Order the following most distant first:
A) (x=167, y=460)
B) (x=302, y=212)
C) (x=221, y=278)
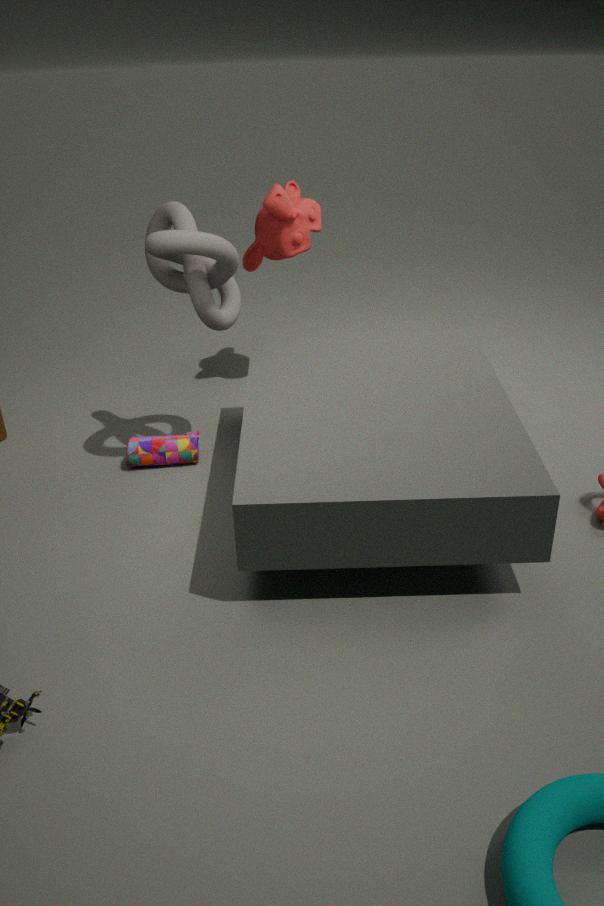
(x=302, y=212) < (x=167, y=460) < (x=221, y=278)
